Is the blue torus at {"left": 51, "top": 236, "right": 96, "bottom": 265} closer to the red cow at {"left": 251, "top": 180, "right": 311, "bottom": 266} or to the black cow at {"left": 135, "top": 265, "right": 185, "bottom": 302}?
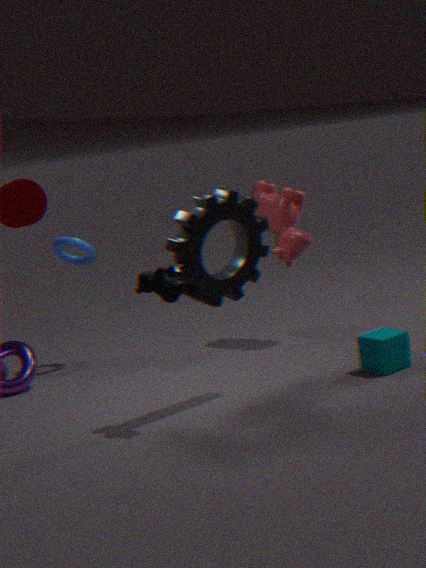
the red cow at {"left": 251, "top": 180, "right": 311, "bottom": 266}
